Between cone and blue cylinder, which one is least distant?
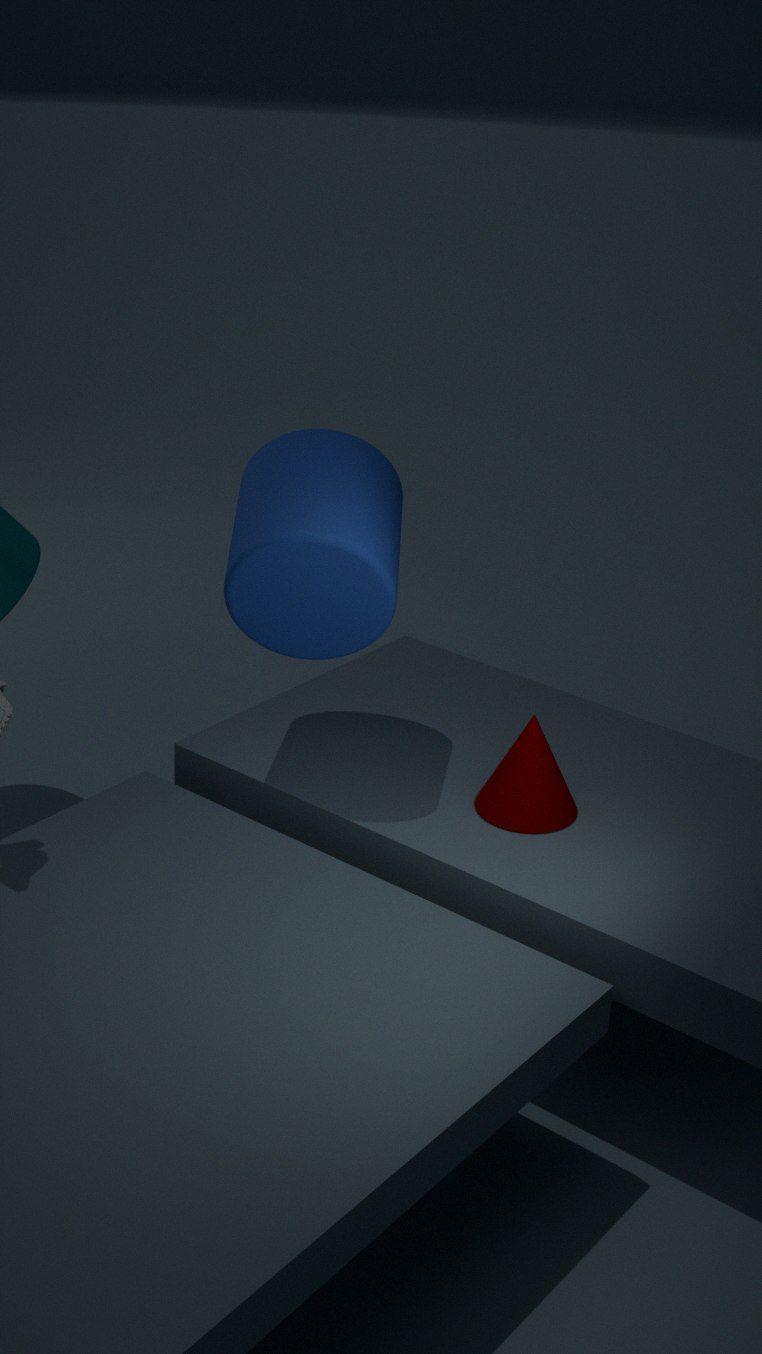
blue cylinder
